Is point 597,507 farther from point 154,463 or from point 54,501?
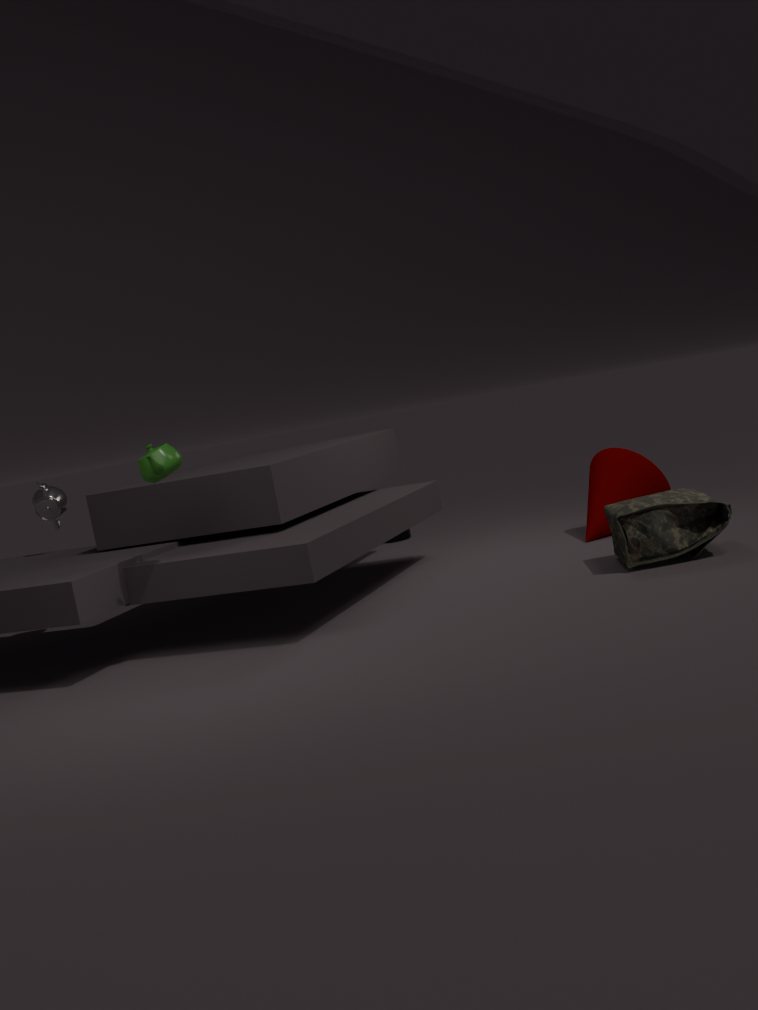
point 54,501
